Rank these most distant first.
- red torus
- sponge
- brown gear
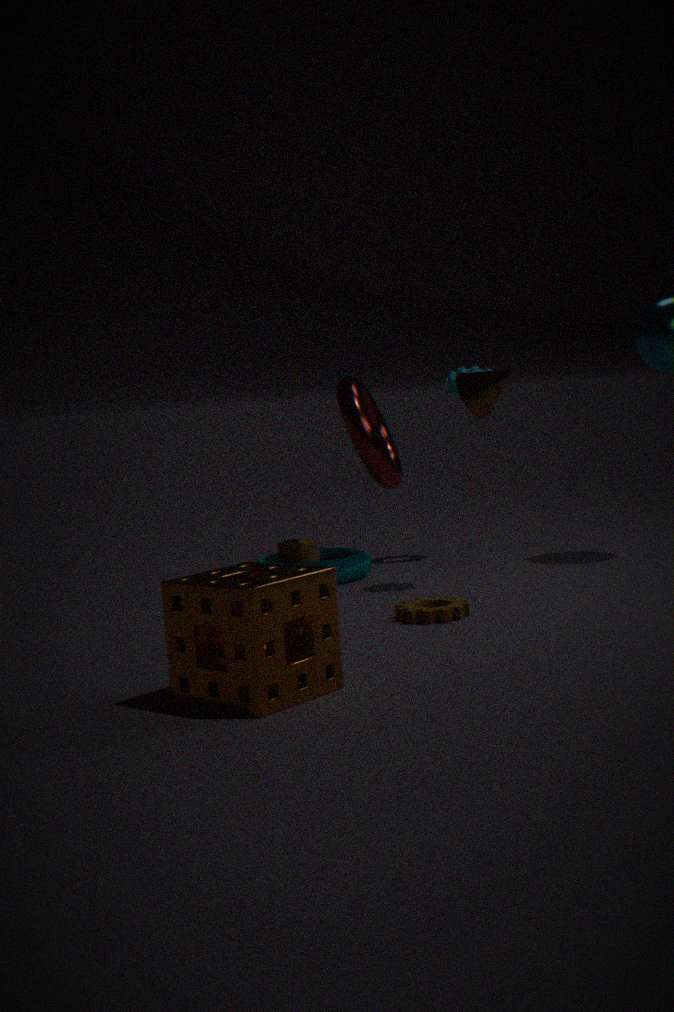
1. red torus
2. brown gear
3. sponge
